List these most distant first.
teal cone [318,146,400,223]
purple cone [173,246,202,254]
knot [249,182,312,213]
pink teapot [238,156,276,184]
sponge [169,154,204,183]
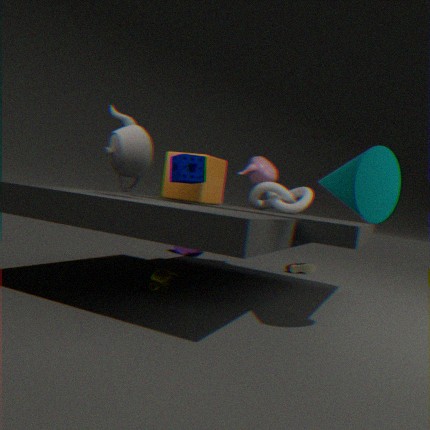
purple cone [173,246,202,254]
pink teapot [238,156,276,184]
knot [249,182,312,213]
sponge [169,154,204,183]
teal cone [318,146,400,223]
